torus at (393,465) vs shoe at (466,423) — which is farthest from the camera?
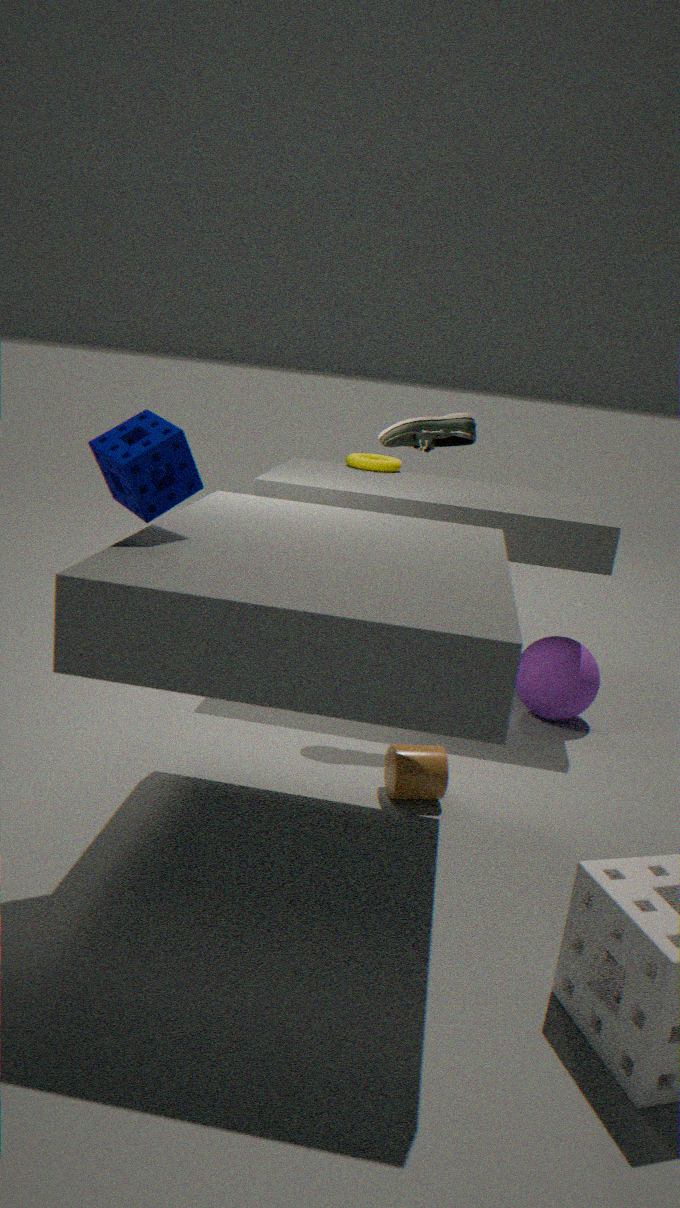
torus at (393,465)
